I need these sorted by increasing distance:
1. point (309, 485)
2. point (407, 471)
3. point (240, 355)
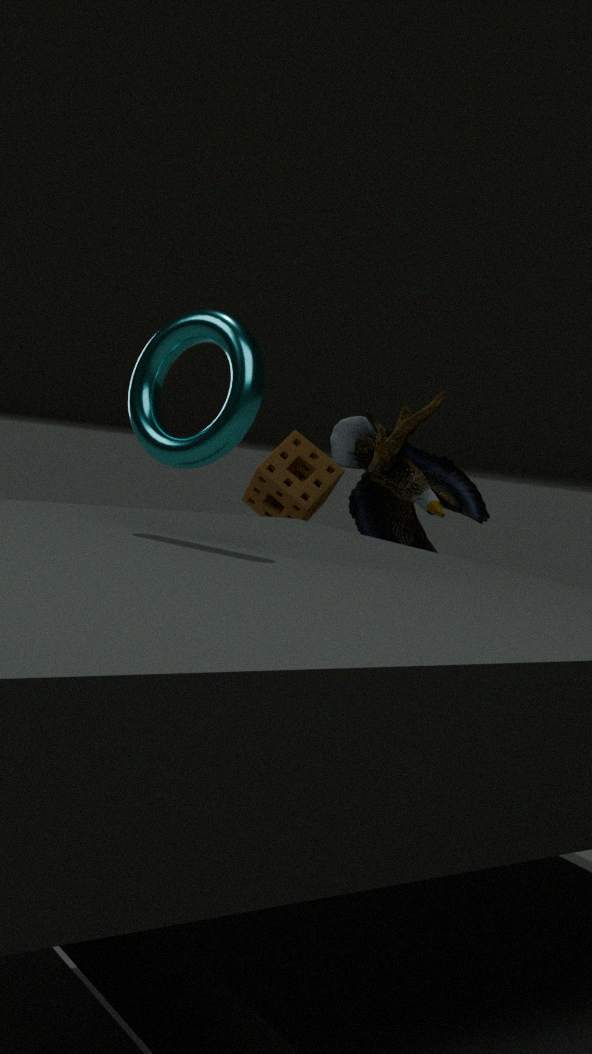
point (240, 355)
point (407, 471)
point (309, 485)
